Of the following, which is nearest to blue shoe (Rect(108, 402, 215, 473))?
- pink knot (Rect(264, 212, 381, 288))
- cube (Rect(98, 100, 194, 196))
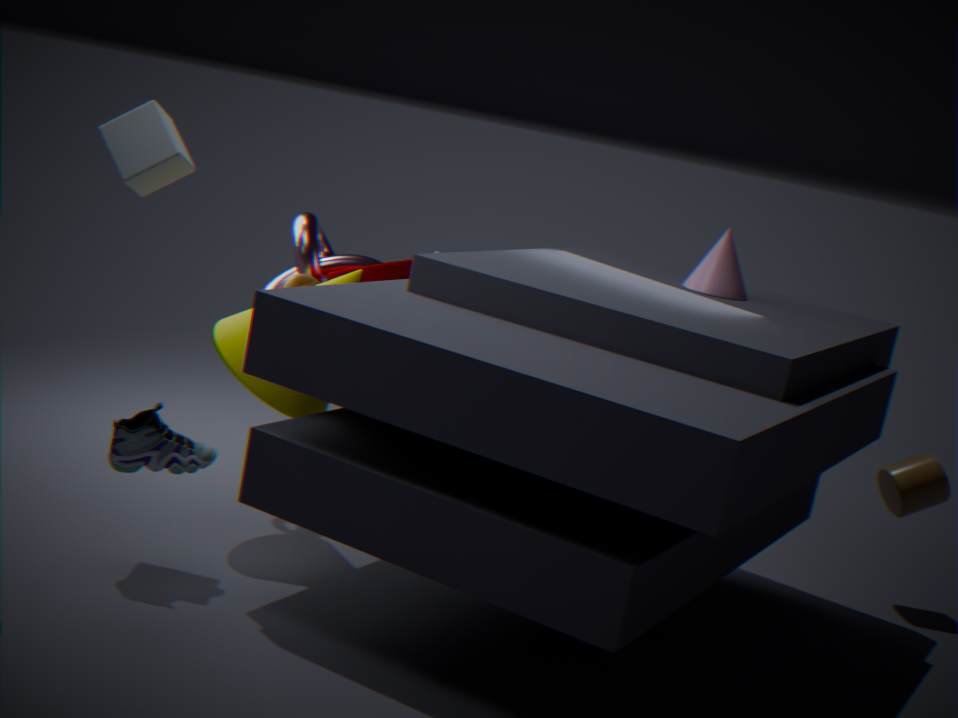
cube (Rect(98, 100, 194, 196))
